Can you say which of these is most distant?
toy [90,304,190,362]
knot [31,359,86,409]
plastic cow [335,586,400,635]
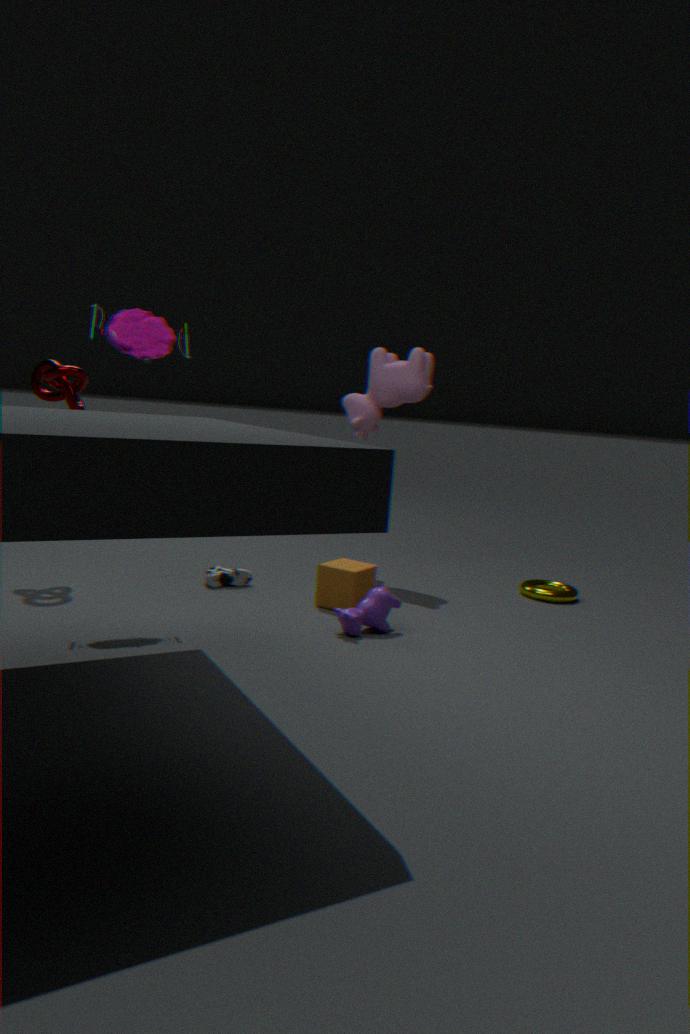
knot [31,359,86,409]
